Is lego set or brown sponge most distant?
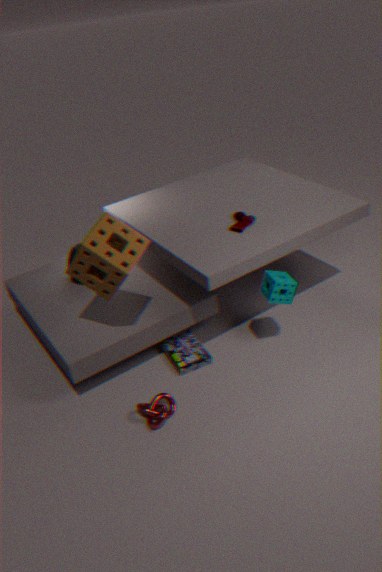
lego set
